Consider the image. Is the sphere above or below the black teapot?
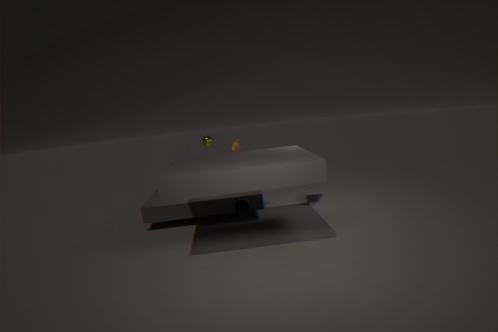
above
